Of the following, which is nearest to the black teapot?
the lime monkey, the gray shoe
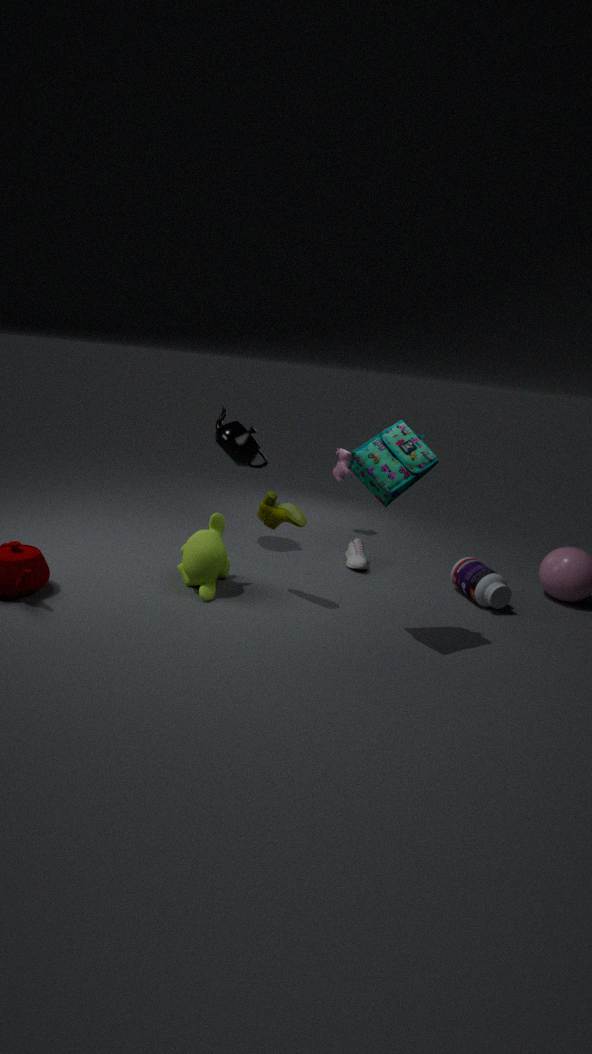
the lime monkey
